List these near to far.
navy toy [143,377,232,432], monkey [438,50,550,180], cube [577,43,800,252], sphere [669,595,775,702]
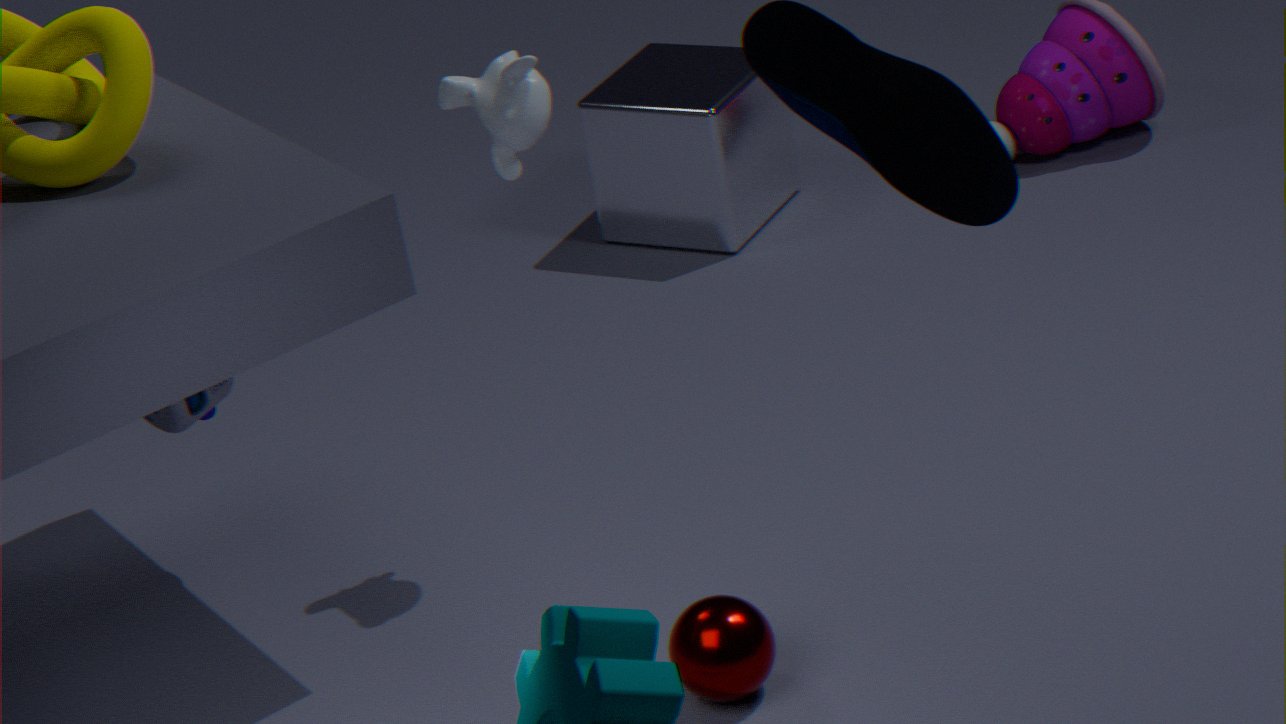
sphere [669,595,775,702]
monkey [438,50,550,180]
navy toy [143,377,232,432]
cube [577,43,800,252]
